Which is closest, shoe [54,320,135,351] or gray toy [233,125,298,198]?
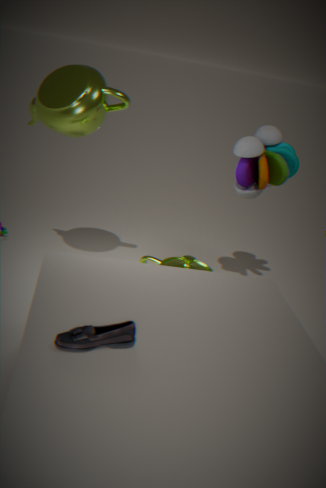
shoe [54,320,135,351]
